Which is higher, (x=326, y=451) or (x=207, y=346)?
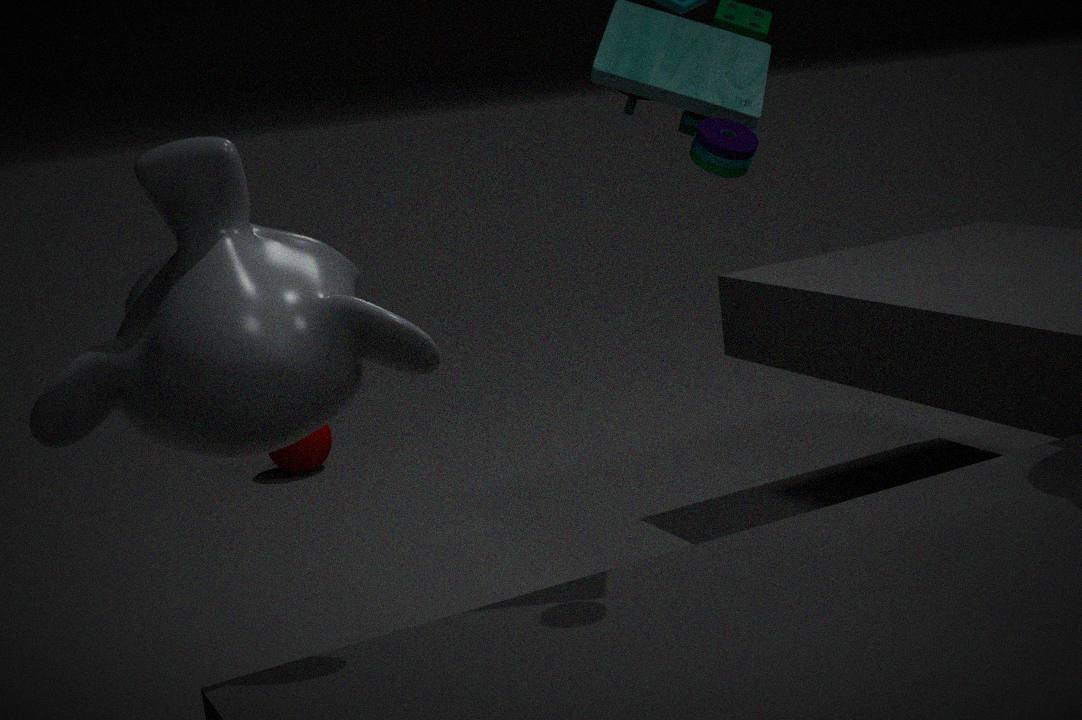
(x=207, y=346)
